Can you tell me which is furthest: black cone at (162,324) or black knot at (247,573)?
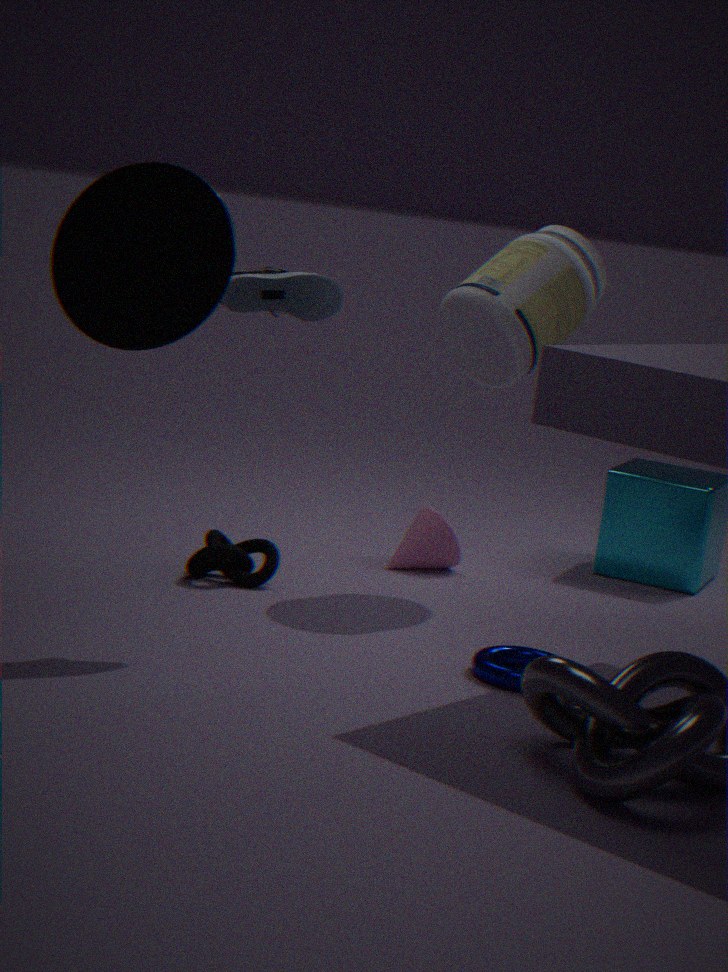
black knot at (247,573)
